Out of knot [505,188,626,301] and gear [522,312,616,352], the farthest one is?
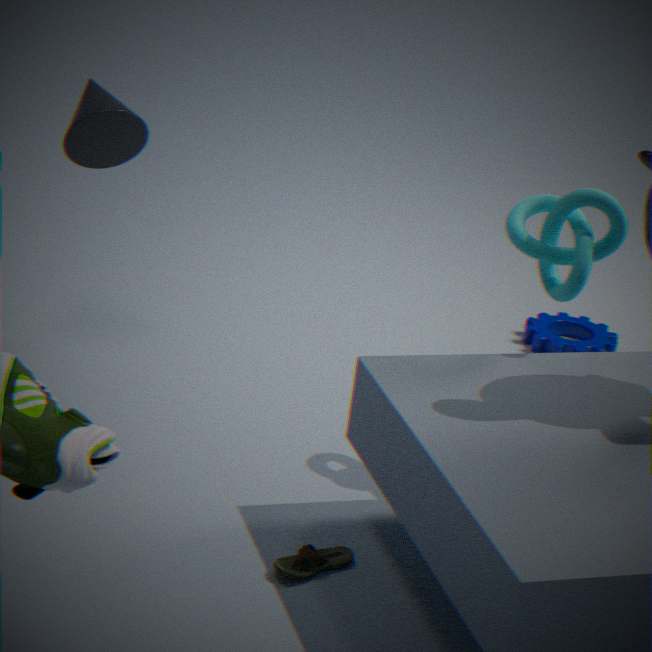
gear [522,312,616,352]
